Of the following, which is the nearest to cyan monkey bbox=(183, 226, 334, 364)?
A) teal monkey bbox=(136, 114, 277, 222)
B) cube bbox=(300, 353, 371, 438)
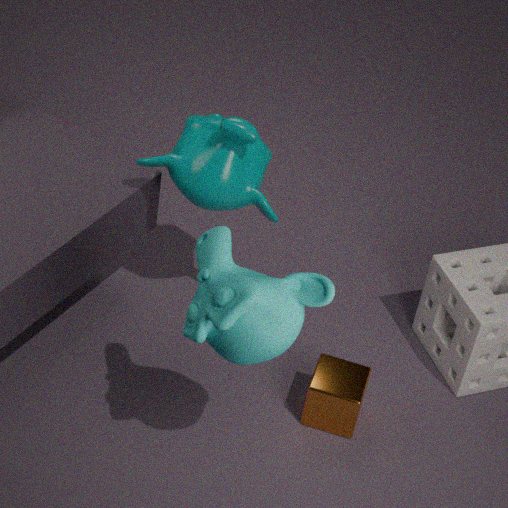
cube bbox=(300, 353, 371, 438)
